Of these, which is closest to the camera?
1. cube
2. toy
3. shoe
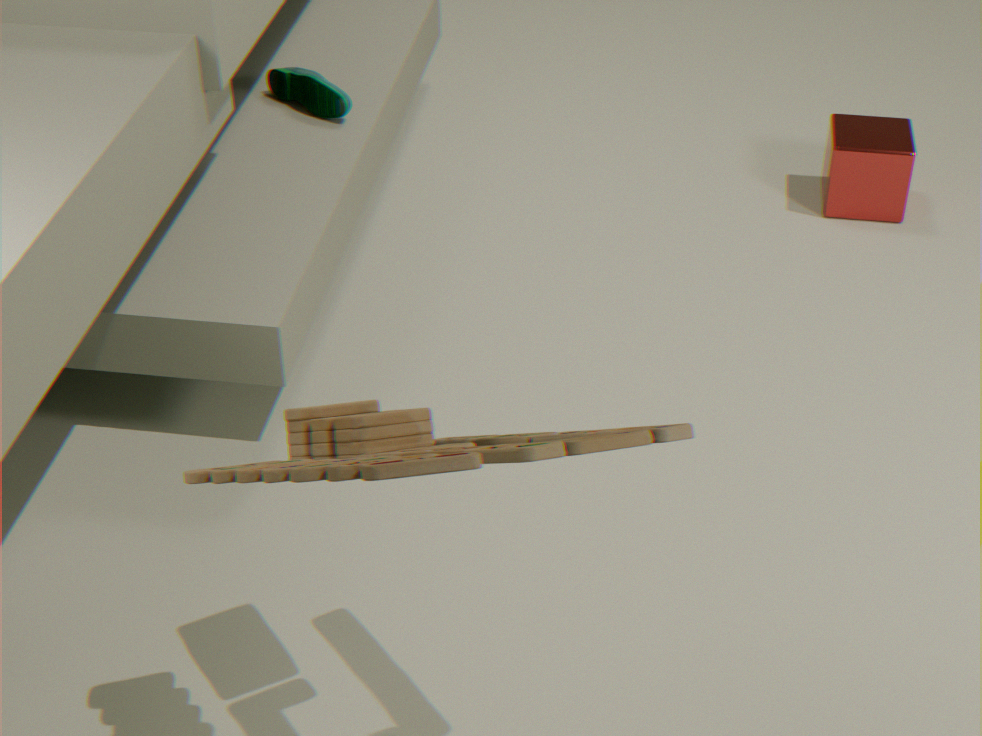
toy
